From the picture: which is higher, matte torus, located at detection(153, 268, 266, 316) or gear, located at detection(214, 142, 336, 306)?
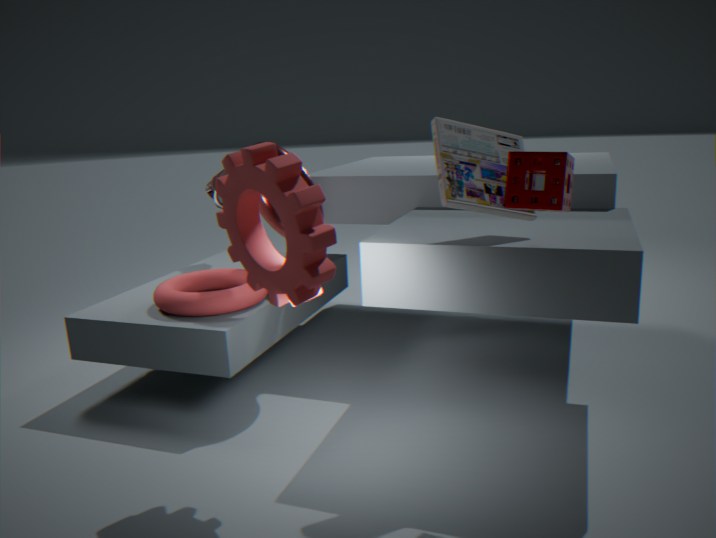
gear, located at detection(214, 142, 336, 306)
